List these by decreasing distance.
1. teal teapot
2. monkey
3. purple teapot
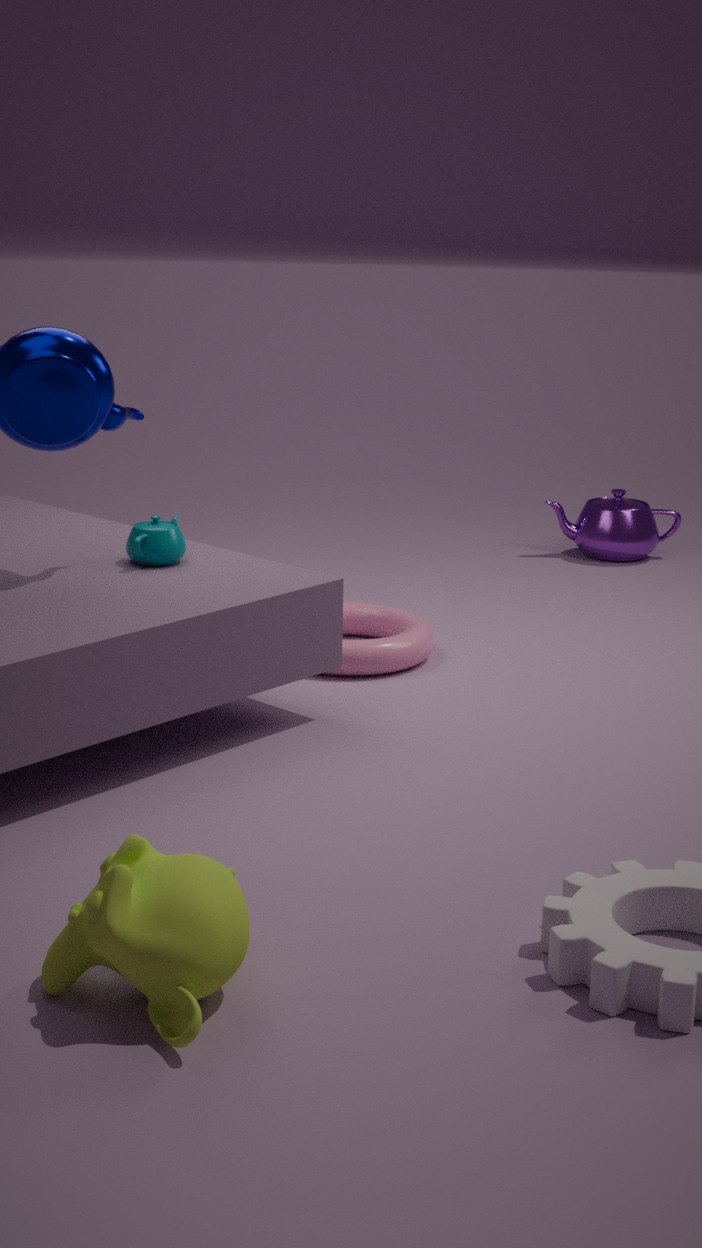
purple teapot < teal teapot < monkey
